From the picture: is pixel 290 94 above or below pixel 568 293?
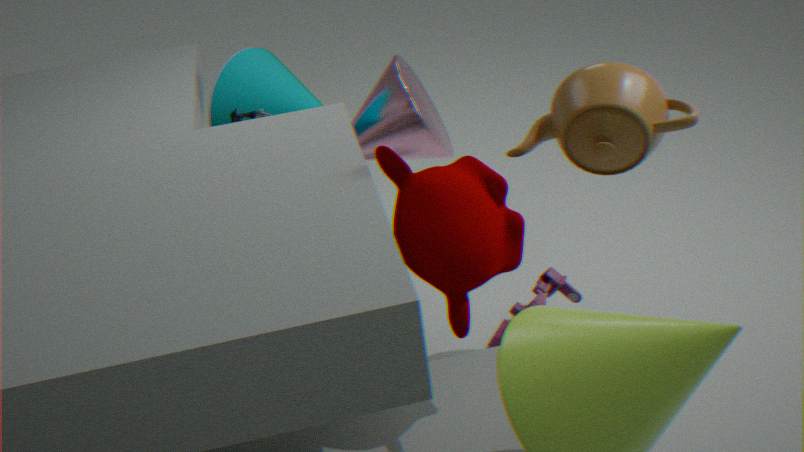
above
